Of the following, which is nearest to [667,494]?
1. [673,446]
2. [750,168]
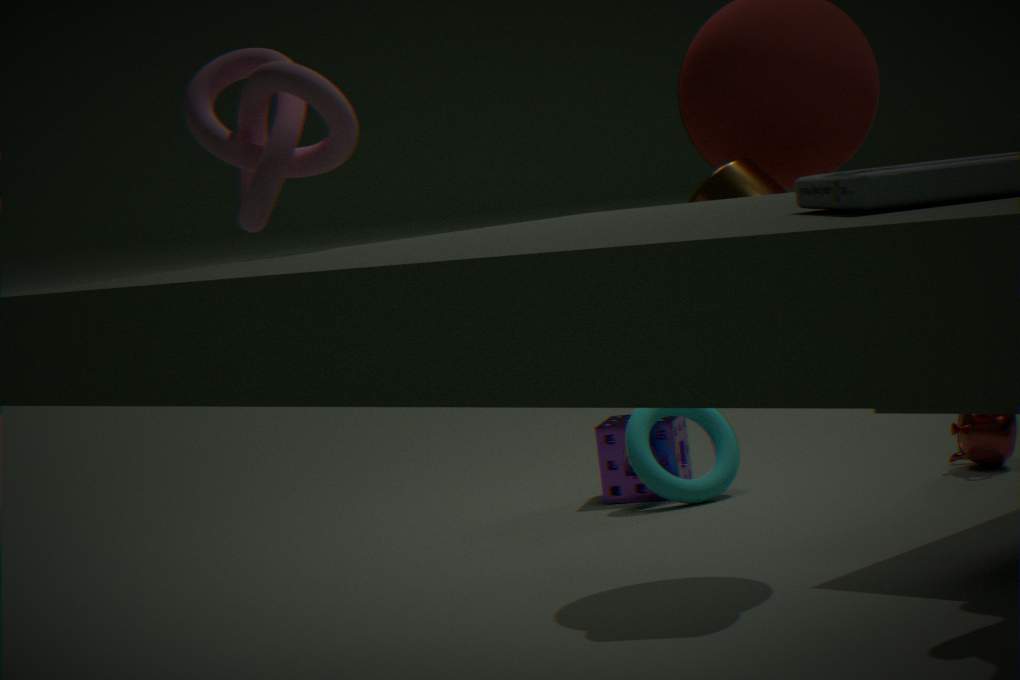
[673,446]
